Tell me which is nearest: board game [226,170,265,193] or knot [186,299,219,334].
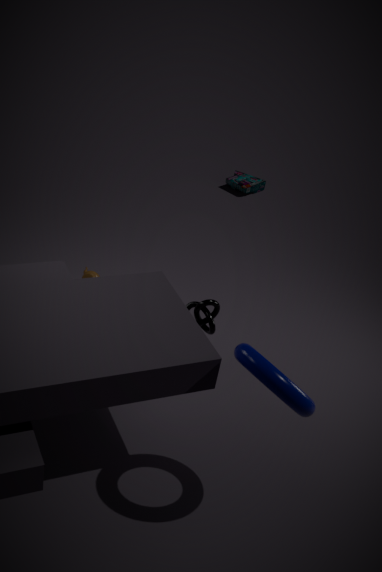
knot [186,299,219,334]
